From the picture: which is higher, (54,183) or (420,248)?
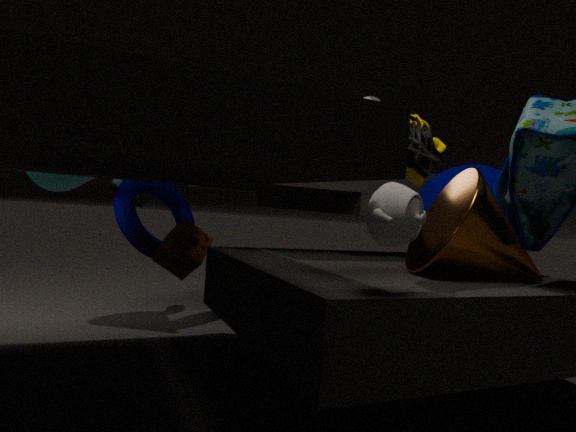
(54,183)
